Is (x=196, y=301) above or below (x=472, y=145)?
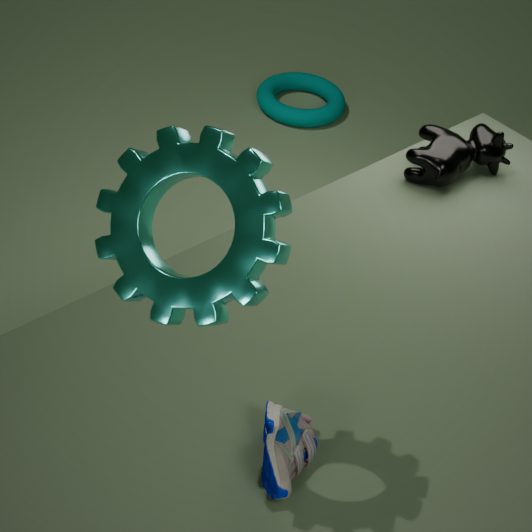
above
